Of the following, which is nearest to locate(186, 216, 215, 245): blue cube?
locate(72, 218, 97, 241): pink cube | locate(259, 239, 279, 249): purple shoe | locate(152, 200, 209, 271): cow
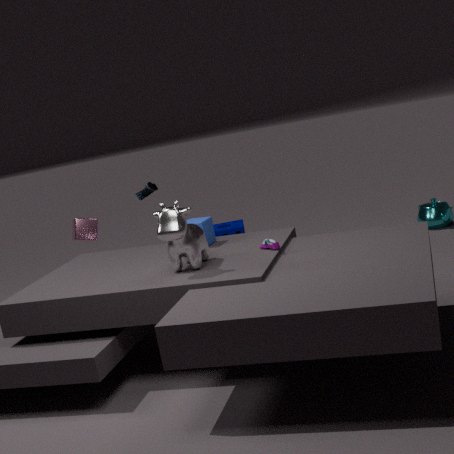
locate(152, 200, 209, 271): cow
